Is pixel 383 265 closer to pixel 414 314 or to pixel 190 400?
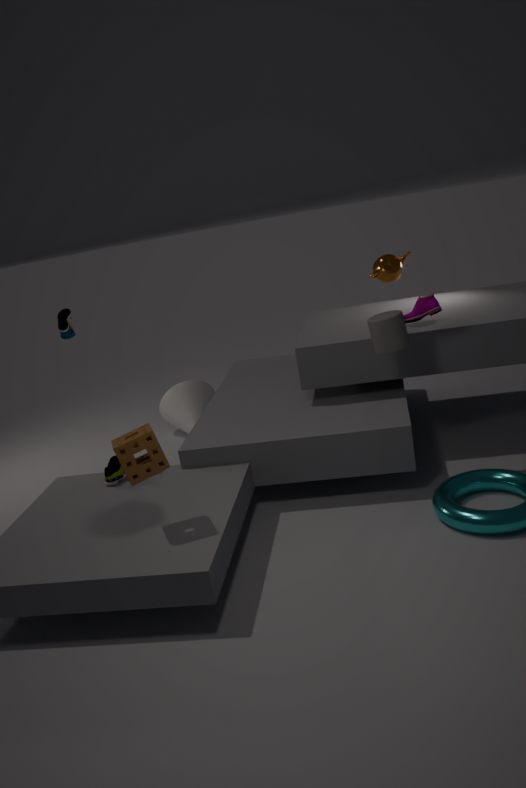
pixel 414 314
